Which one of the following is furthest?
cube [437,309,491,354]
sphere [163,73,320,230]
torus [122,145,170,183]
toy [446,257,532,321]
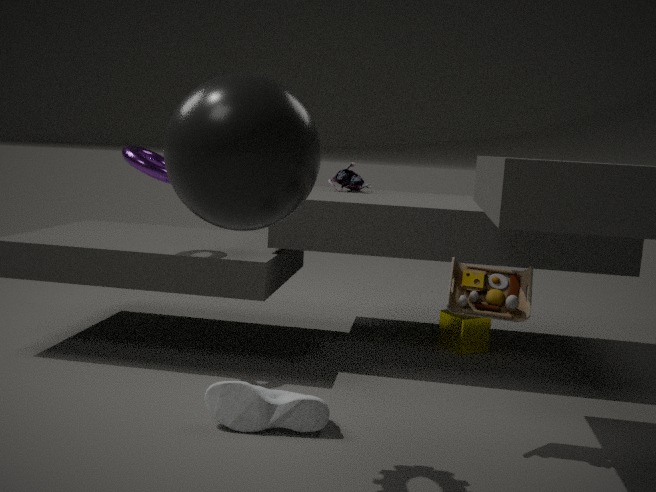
cube [437,309,491,354]
